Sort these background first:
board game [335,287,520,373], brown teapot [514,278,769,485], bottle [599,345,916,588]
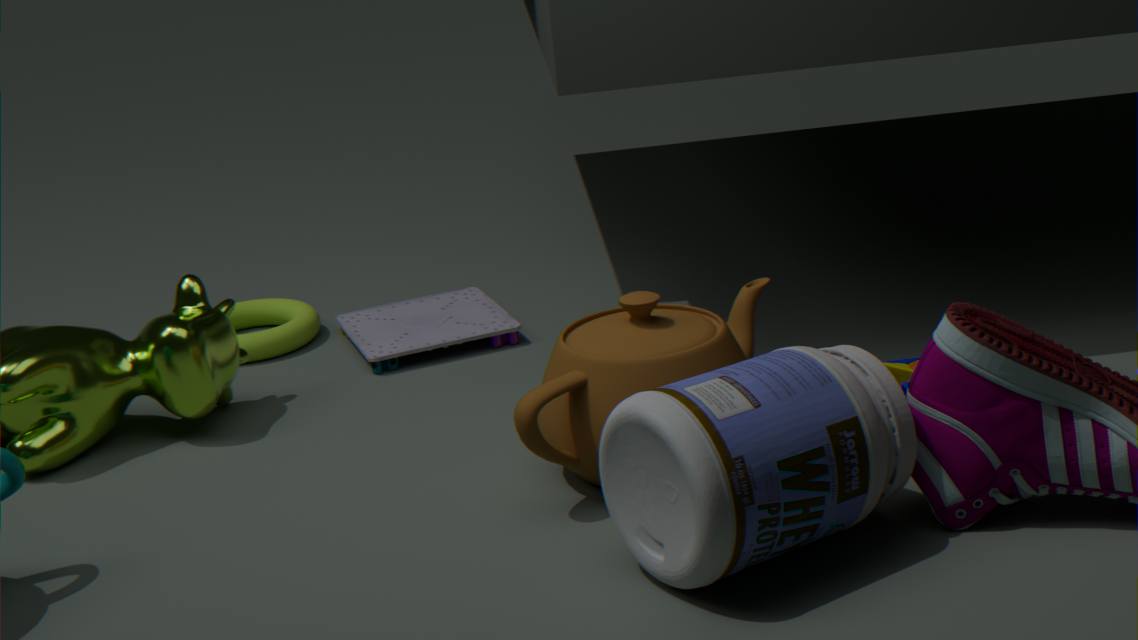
board game [335,287,520,373], brown teapot [514,278,769,485], bottle [599,345,916,588]
